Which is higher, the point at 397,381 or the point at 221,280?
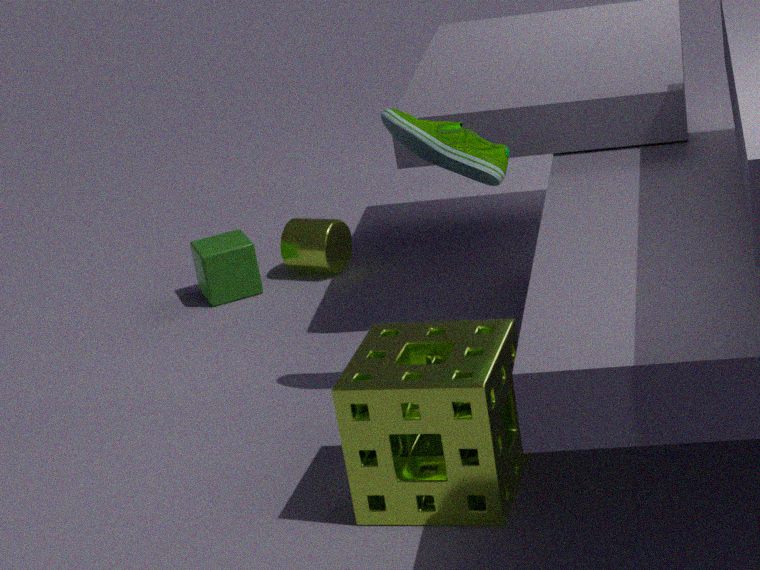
the point at 397,381
